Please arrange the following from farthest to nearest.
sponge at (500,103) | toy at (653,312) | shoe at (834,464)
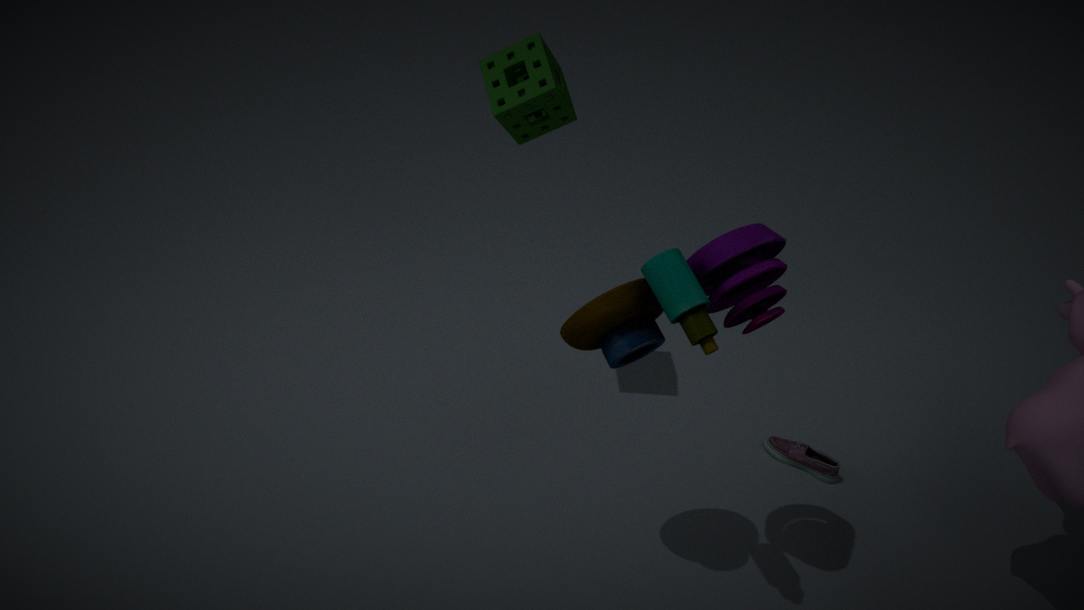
shoe at (834,464)
sponge at (500,103)
toy at (653,312)
